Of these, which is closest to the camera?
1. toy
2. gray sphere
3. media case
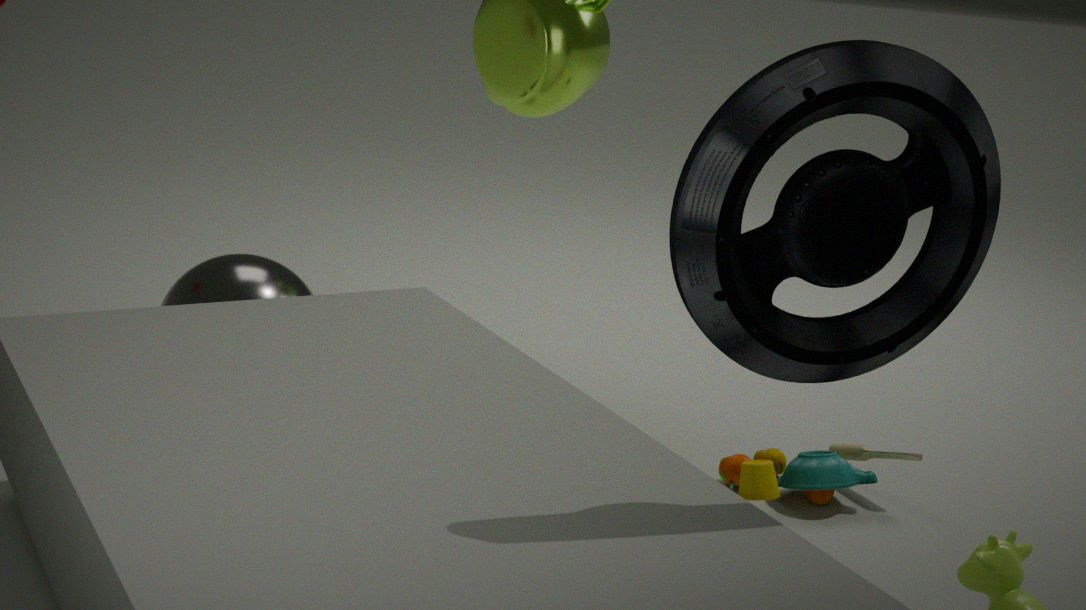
media case
